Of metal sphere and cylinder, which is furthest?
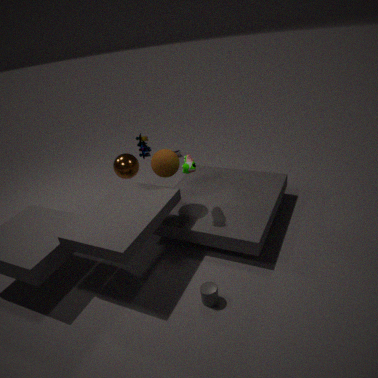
metal sphere
